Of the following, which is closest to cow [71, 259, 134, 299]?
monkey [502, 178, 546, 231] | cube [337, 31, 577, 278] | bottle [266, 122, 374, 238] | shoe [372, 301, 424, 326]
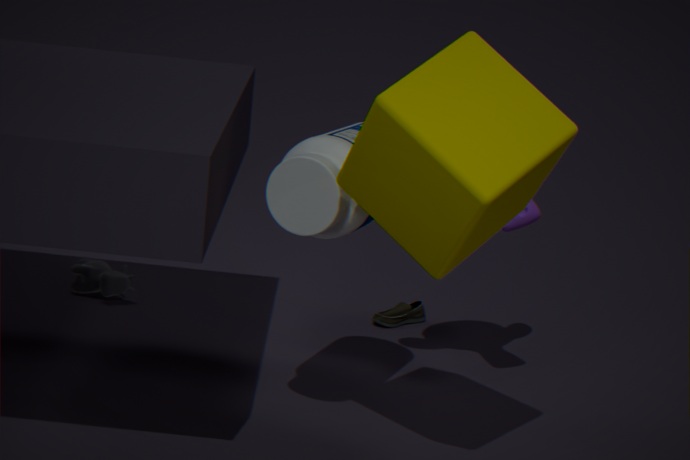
shoe [372, 301, 424, 326]
